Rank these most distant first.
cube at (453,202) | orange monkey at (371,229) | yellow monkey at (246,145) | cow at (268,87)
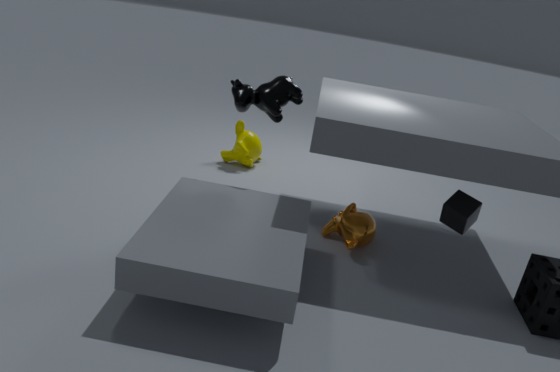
yellow monkey at (246,145) → orange monkey at (371,229) → cow at (268,87) → cube at (453,202)
